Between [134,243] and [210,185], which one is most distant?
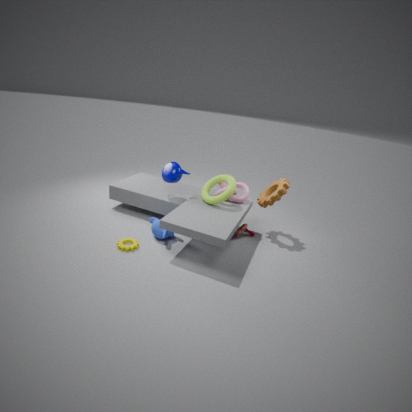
[210,185]
